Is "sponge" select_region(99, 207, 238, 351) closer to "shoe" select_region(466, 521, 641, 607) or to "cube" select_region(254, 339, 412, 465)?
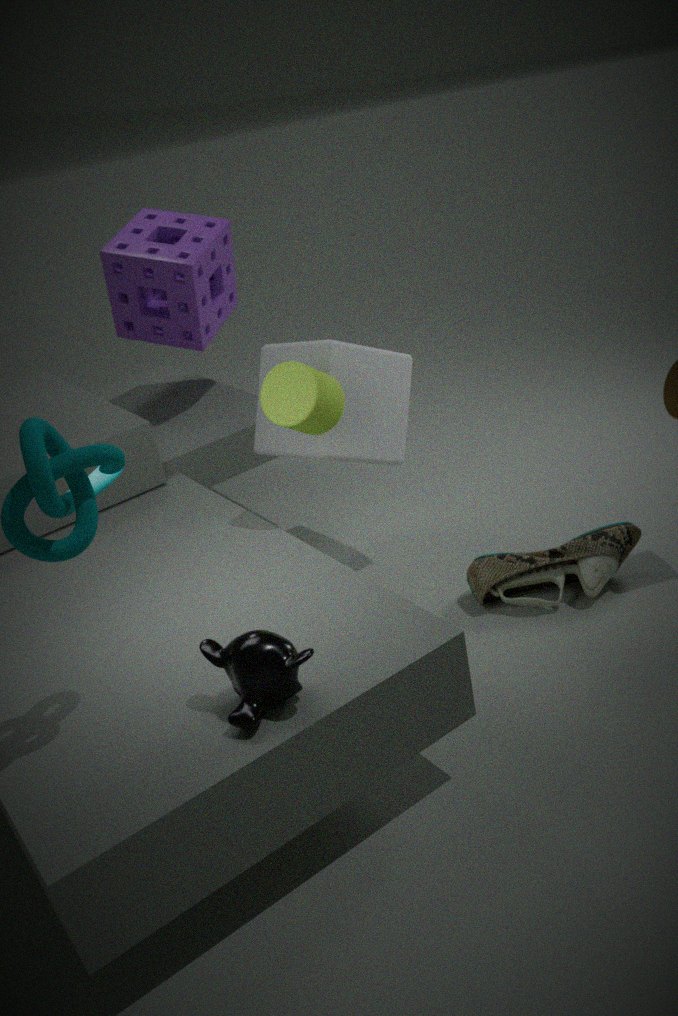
"cube" select_region(254, 339, 412, 465)
